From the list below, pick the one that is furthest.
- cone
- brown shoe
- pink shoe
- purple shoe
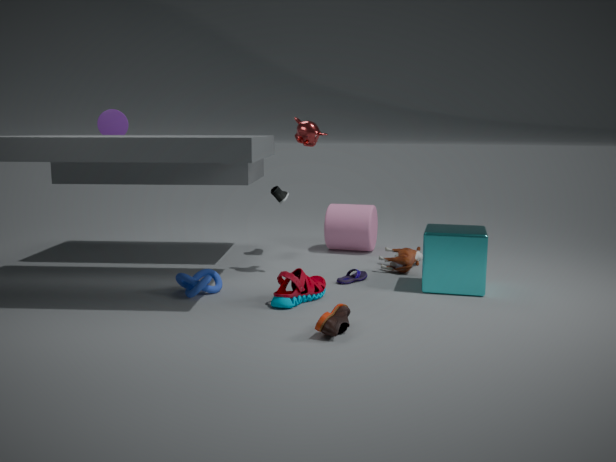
cone
